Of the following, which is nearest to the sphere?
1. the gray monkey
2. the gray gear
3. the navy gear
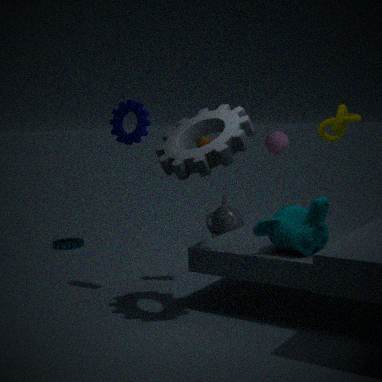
the gray monkey
